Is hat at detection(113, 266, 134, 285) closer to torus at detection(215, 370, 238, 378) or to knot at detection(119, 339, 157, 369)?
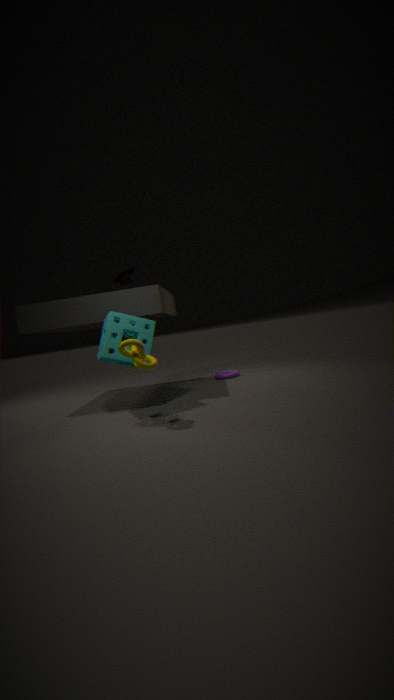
knot at detection(119, 339, 157, 369)
